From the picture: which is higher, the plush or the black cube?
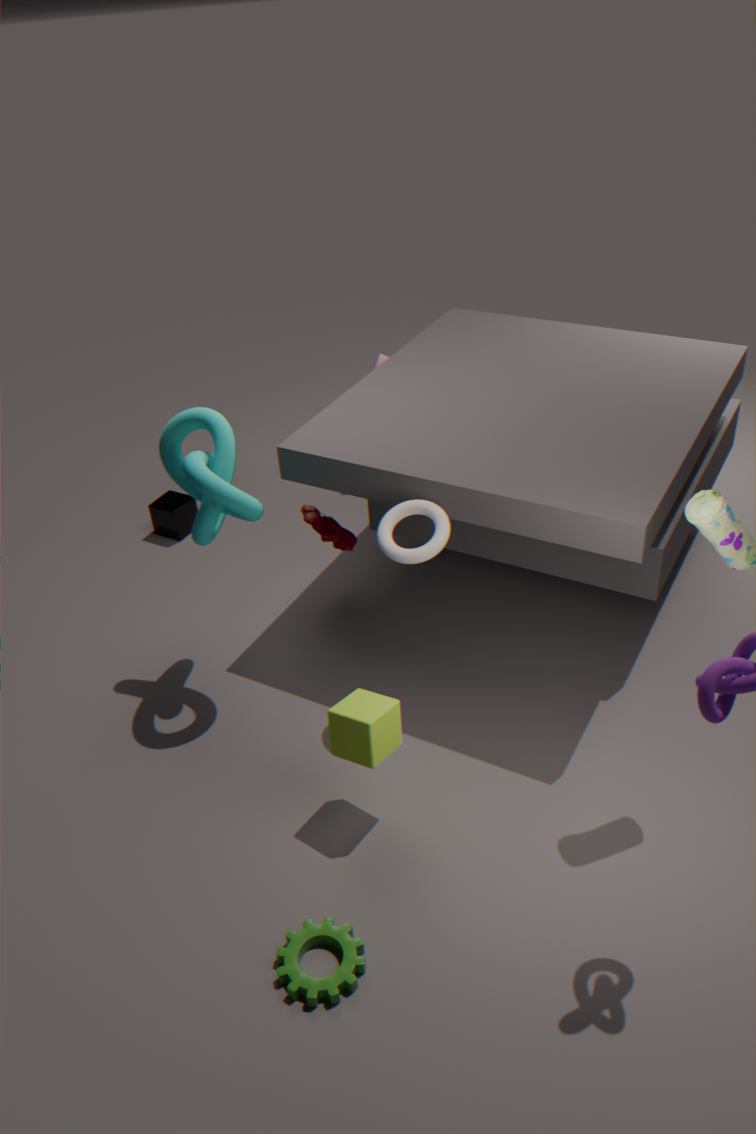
the plush
